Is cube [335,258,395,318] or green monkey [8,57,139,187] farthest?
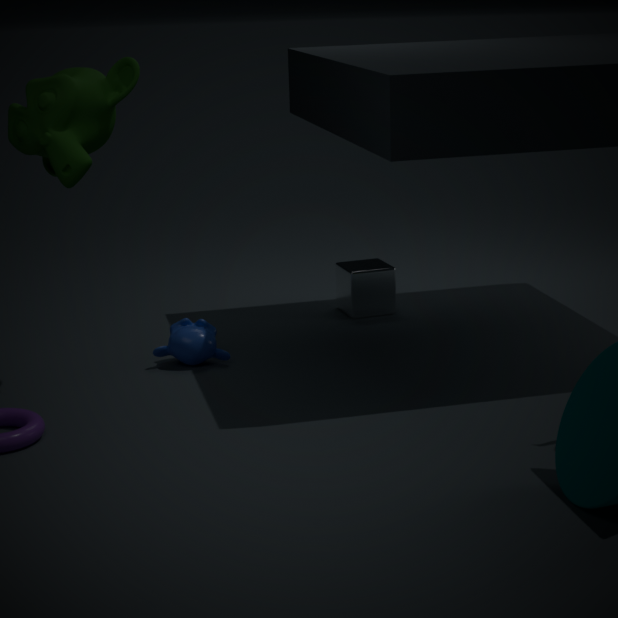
cube [335,258,395,318]
